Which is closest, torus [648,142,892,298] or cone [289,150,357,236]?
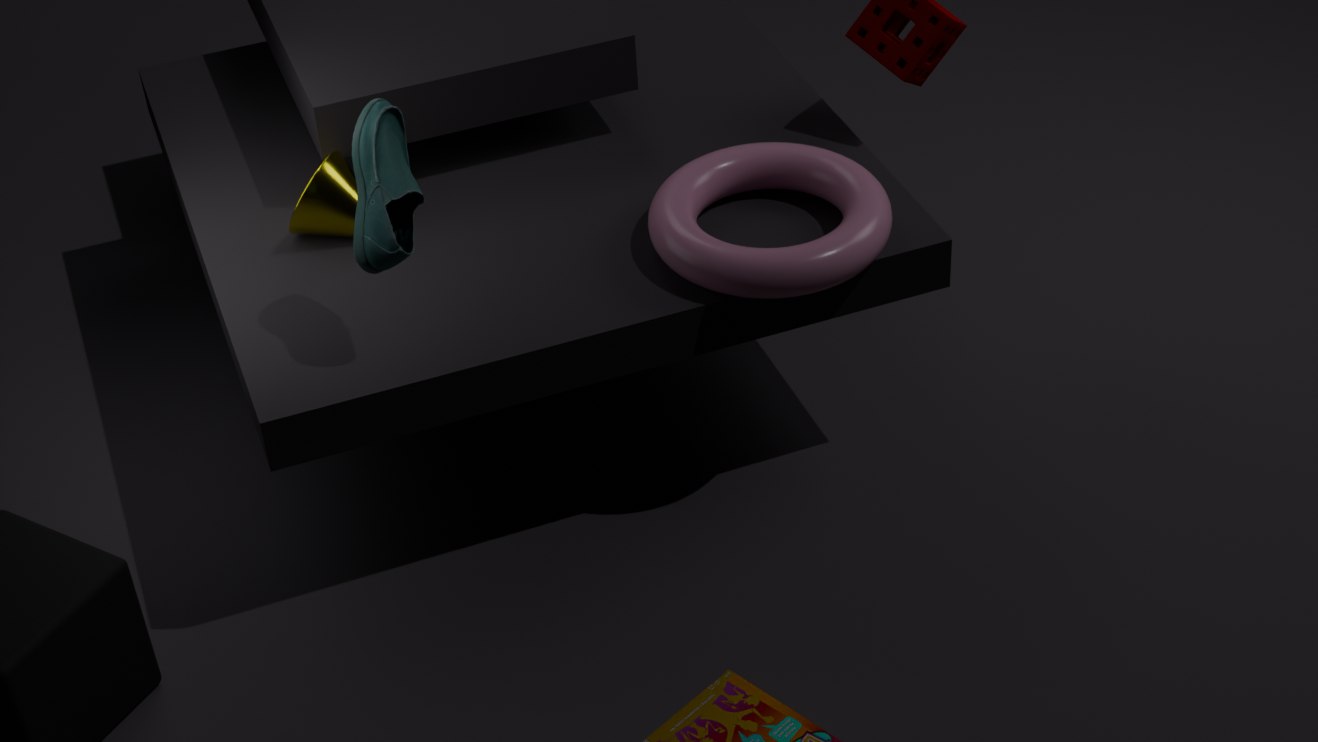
torus [648,142,892,298]
